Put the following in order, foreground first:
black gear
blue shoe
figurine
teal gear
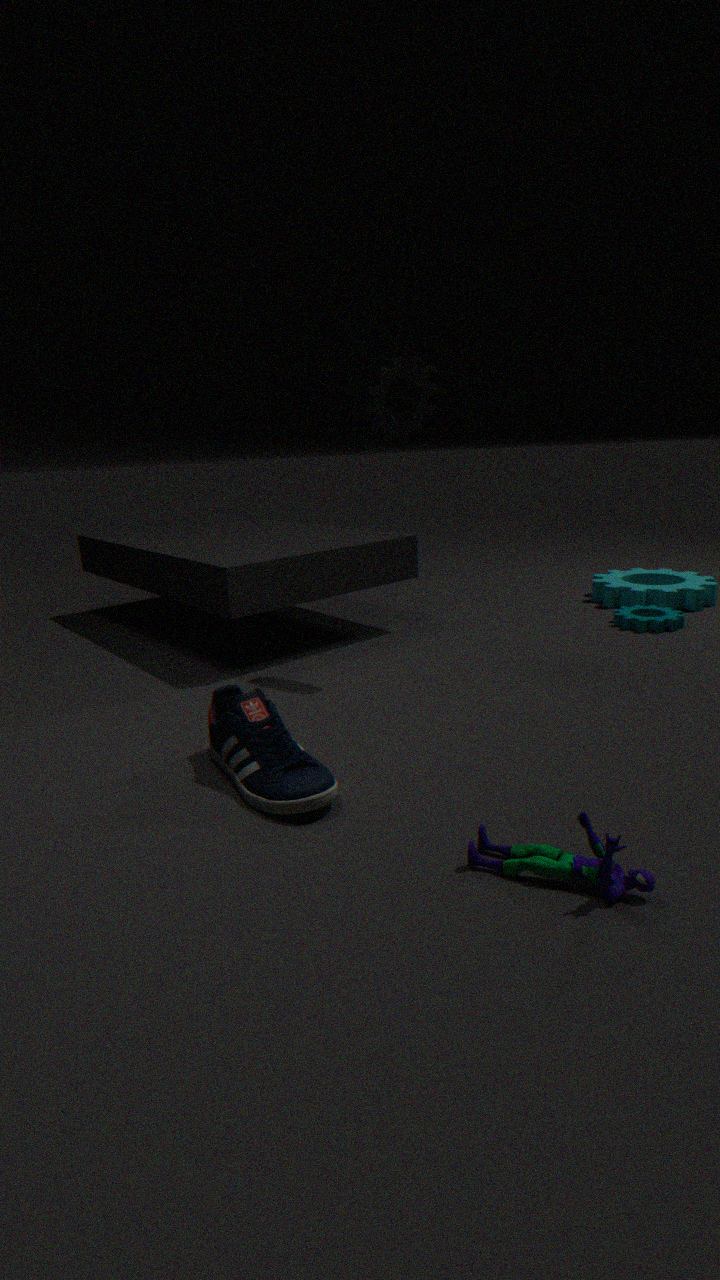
figurine, blue shoe, black gear, teal gear
